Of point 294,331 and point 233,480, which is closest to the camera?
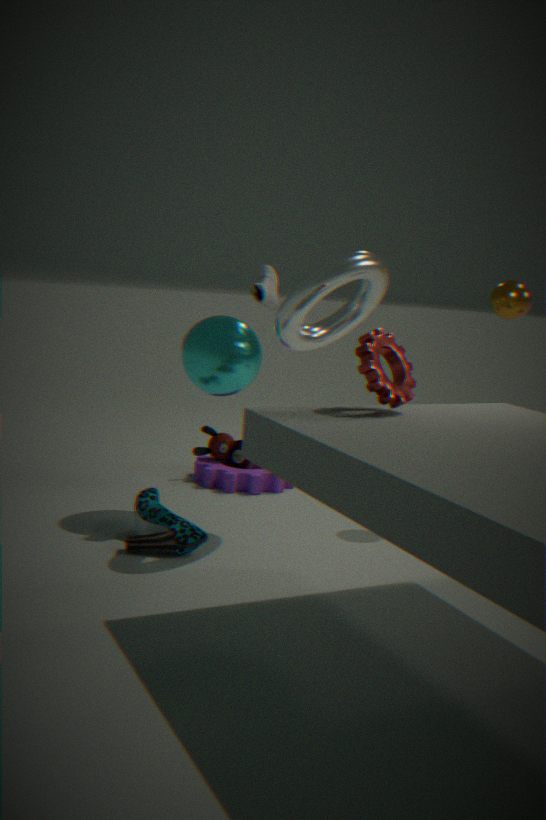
point 294,331
